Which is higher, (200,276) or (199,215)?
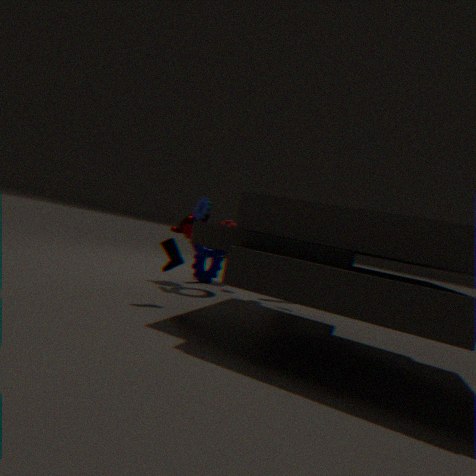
(199,215)
